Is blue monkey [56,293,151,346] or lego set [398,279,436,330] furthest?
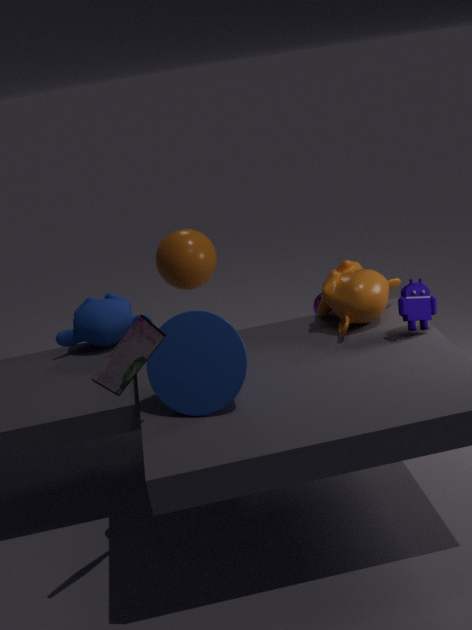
blue monkey [56,293,151,346]
